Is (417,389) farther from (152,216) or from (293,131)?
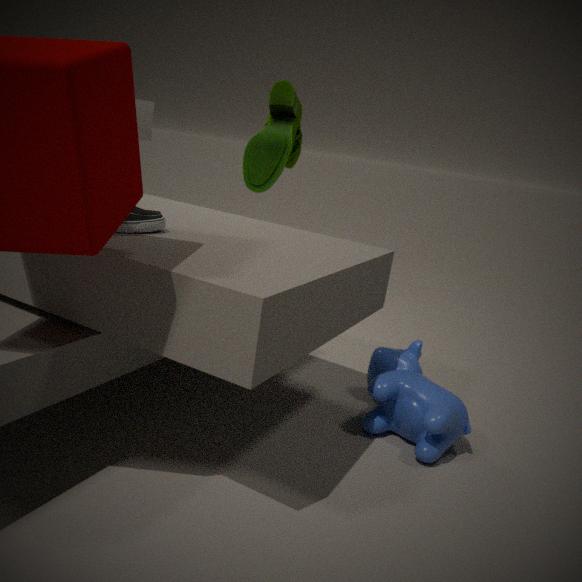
(293,131)
